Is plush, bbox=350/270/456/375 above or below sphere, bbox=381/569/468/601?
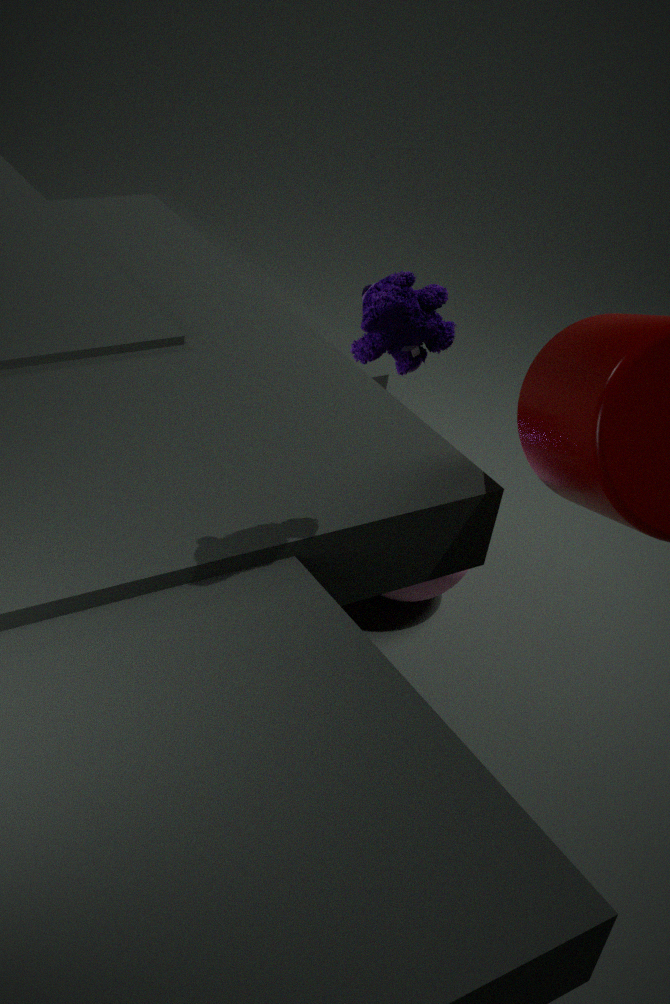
above
